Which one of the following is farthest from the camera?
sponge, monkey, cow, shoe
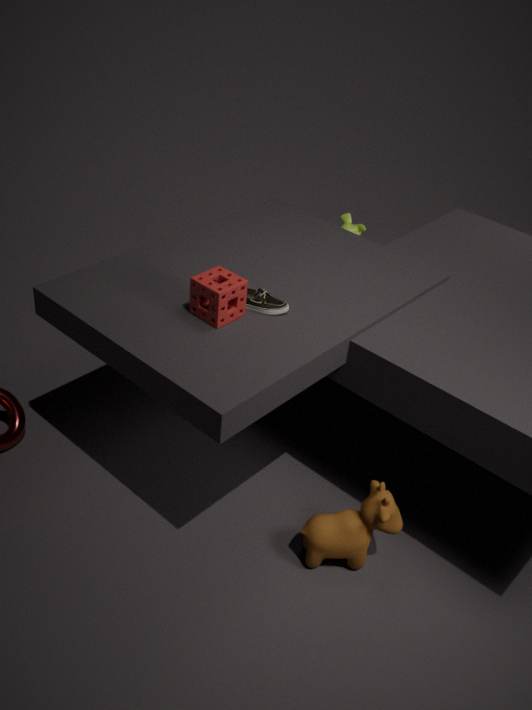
monkey
